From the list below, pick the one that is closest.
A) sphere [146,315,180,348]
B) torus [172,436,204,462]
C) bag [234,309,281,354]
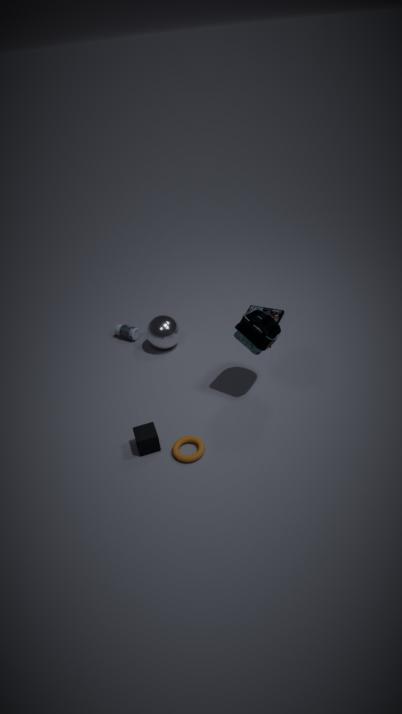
torus [172,436,204,462]
